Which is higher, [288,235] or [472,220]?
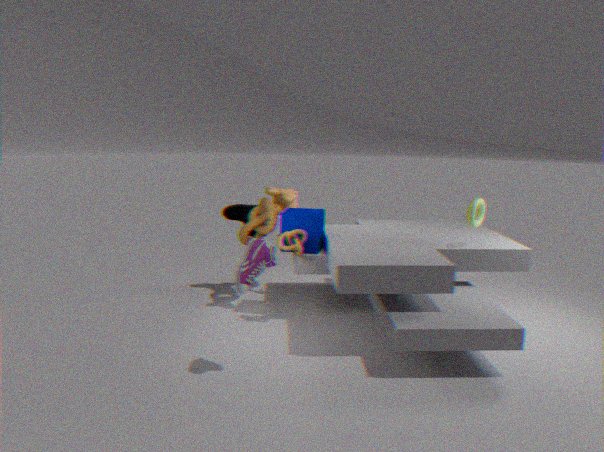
[472,220]
